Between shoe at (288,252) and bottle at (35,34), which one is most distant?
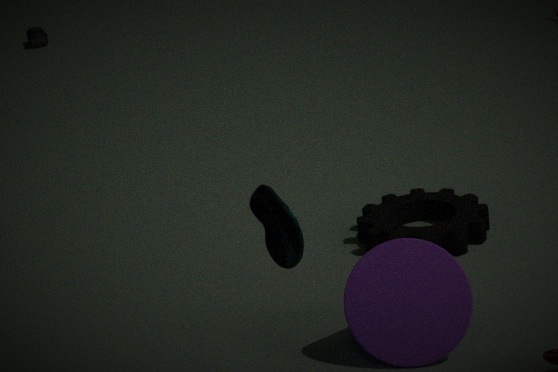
bottle at (35,34)
